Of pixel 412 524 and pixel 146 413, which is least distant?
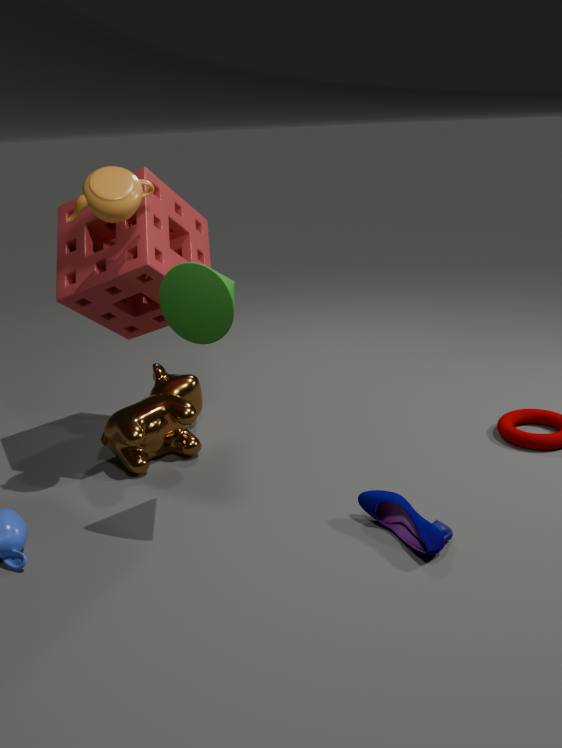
pixel 412 524
